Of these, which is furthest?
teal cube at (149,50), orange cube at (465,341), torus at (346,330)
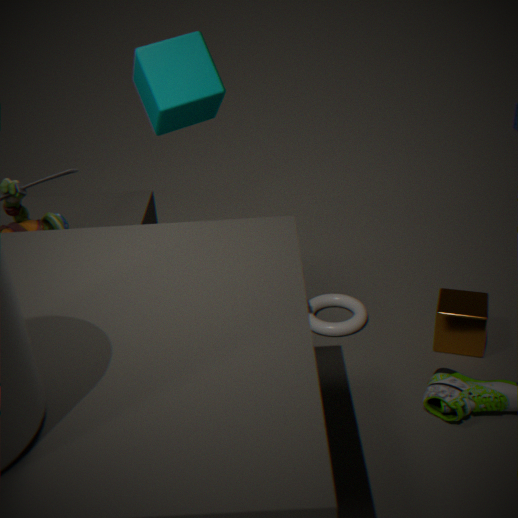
torus at (346,330)
